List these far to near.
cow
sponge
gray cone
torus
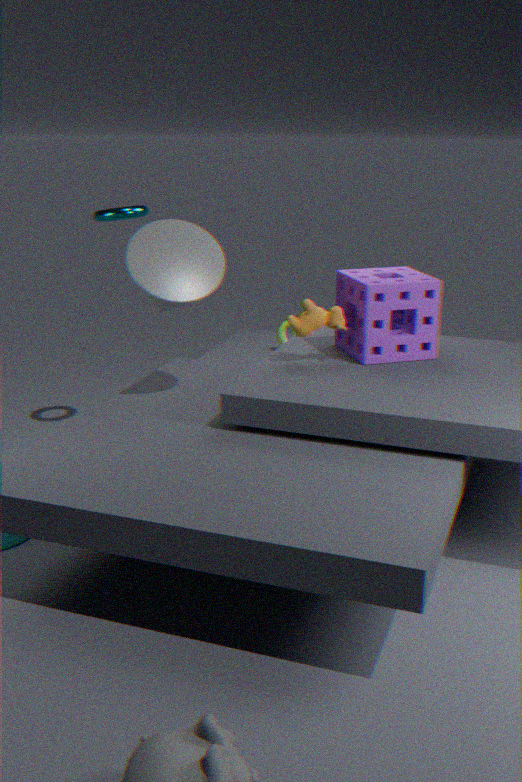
torus, cow, sponge, gray cone
